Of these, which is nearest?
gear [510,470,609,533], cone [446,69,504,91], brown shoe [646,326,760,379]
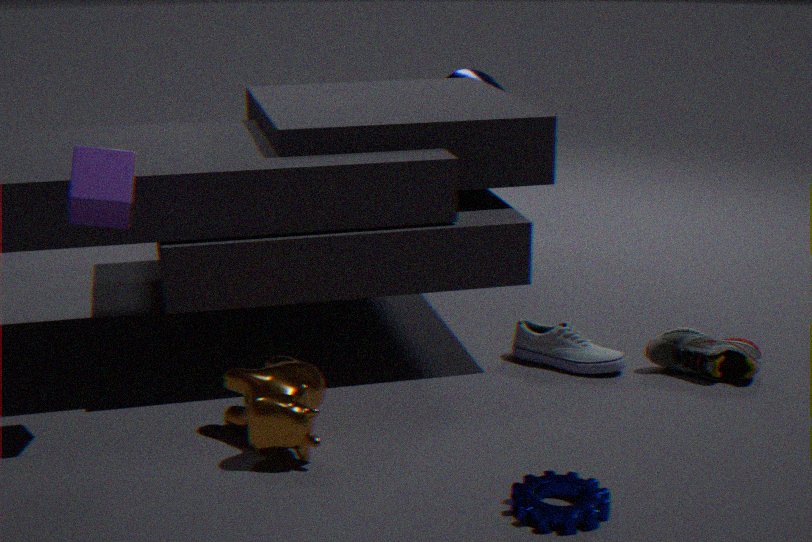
gear [510,470,609,533]
